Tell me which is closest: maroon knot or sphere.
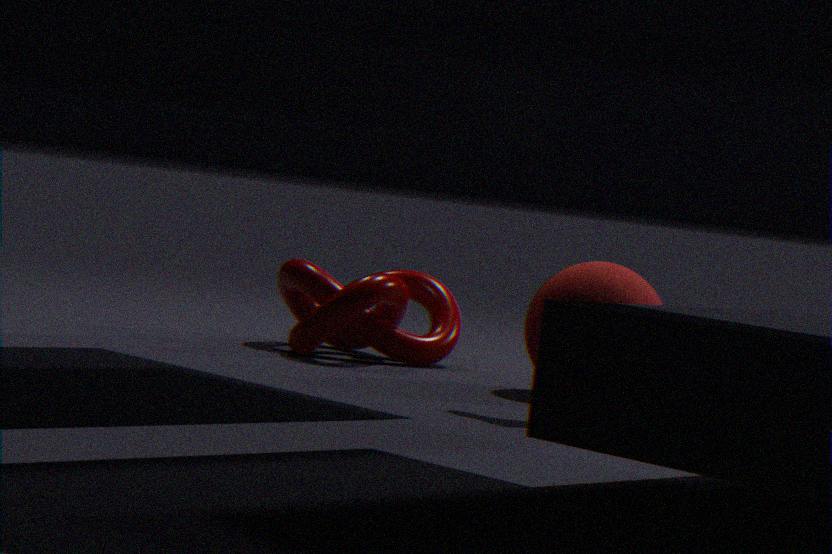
sphere
